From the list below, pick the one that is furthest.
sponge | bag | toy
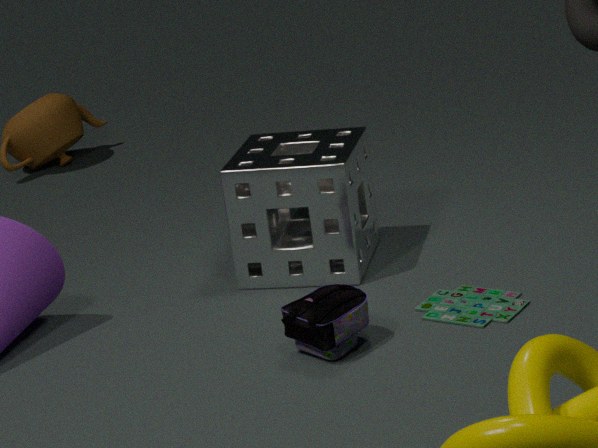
sponge
